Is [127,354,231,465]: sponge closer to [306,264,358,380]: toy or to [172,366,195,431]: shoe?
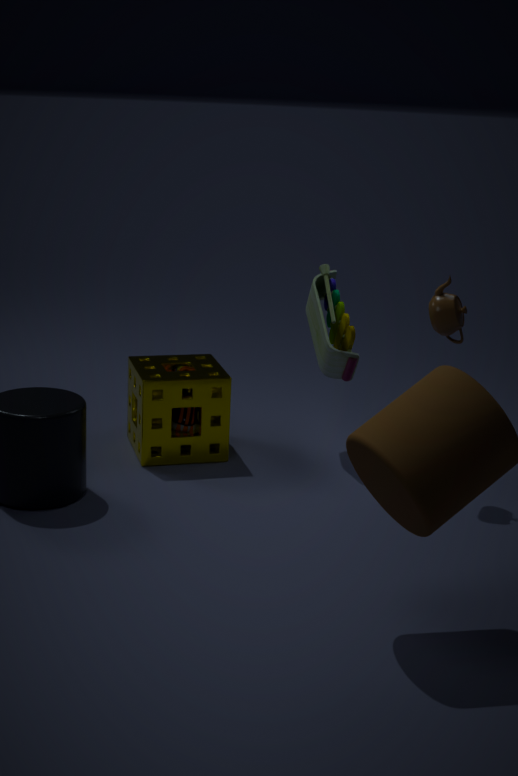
[172,366,195,431]: shoe
